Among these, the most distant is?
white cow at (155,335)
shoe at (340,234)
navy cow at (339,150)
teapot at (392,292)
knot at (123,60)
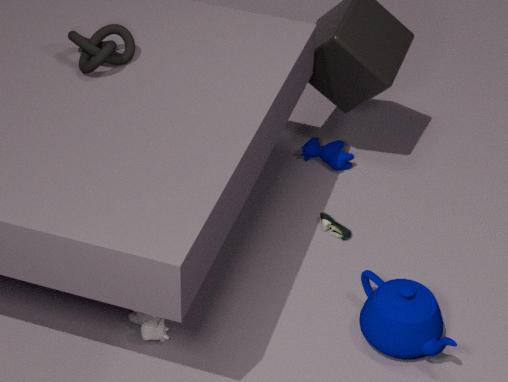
navy cow at (339,150)
